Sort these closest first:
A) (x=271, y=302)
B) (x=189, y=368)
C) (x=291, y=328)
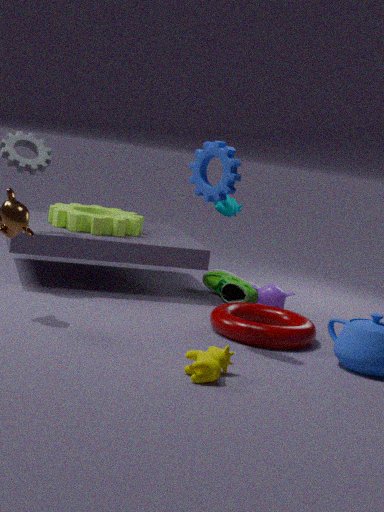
(x=189, y=368) < (x=291, y=328) < (x=271, y=302)
